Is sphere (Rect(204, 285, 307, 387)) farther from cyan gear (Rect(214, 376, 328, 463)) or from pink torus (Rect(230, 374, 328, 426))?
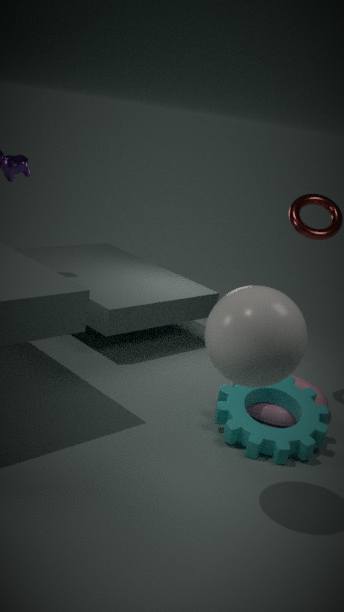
pink torus (Rect(230, 374, 328, 426))
